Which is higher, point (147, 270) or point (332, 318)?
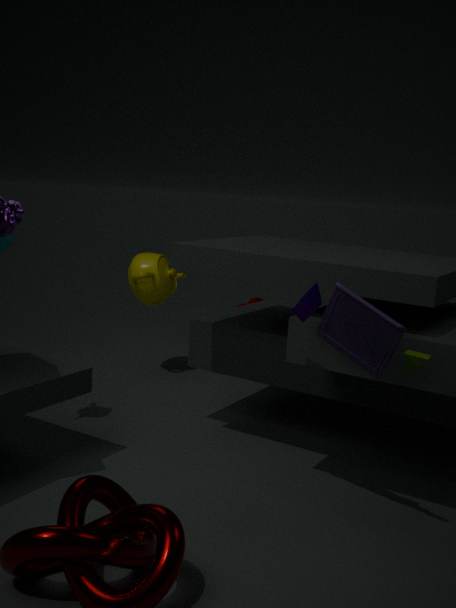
point (332, 318)
